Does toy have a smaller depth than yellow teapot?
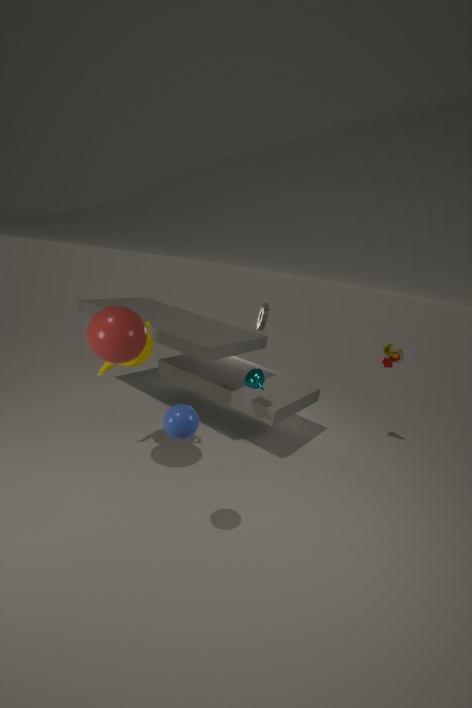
No
